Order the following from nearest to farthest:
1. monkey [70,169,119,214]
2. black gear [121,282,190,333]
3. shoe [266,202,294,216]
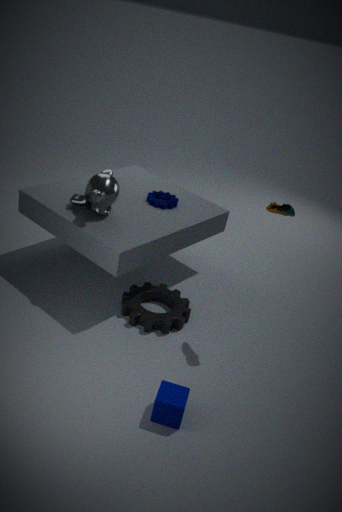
1. shoe [266,202,294,216]
2. black gear [121,282,190,333]
3. monkey [70,169,119,214]
